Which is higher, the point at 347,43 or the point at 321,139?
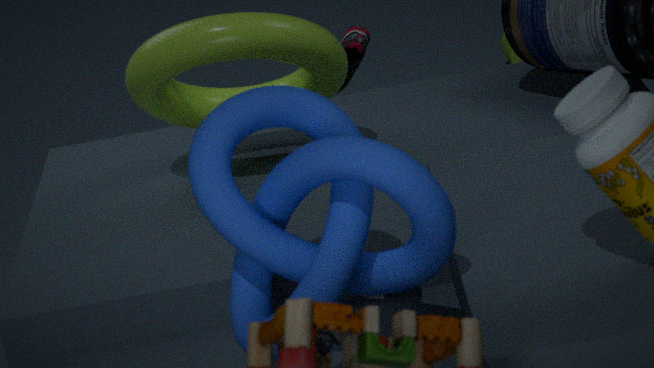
the point at 321,139
